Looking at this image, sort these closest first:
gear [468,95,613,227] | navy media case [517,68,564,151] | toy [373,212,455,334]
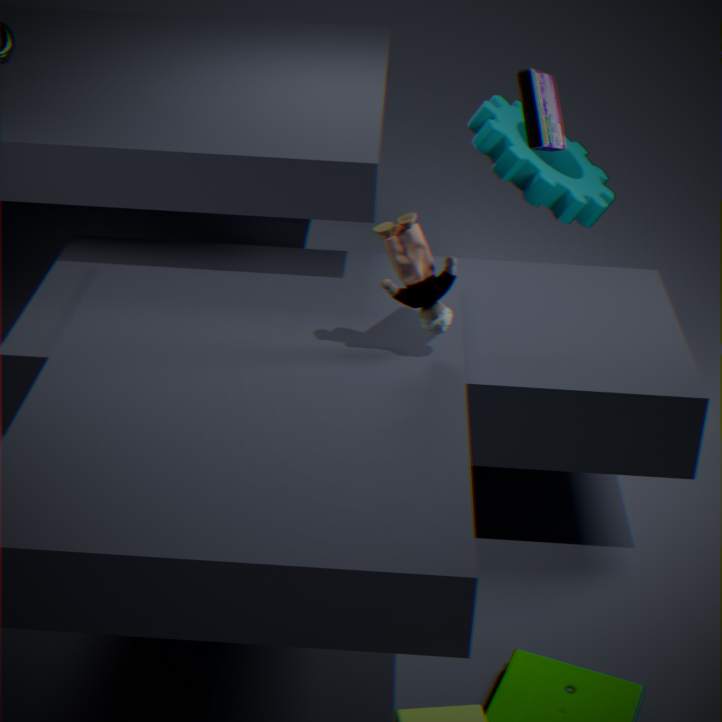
navy media case [517,68,564,151] < toy [373,212,455,334] < gear [468,95,613,227]
